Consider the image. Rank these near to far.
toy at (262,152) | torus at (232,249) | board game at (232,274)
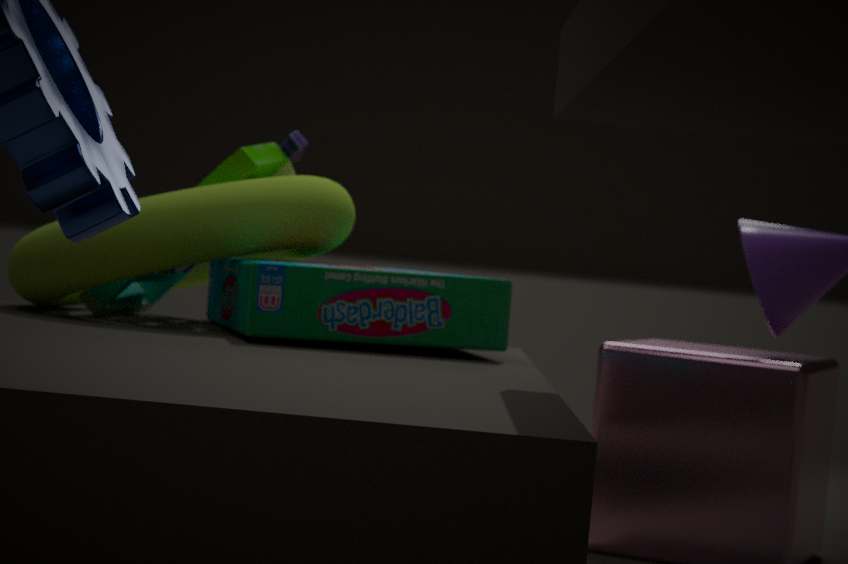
board game at (232,274)
torus at (232,249)
toy at (262,152)
